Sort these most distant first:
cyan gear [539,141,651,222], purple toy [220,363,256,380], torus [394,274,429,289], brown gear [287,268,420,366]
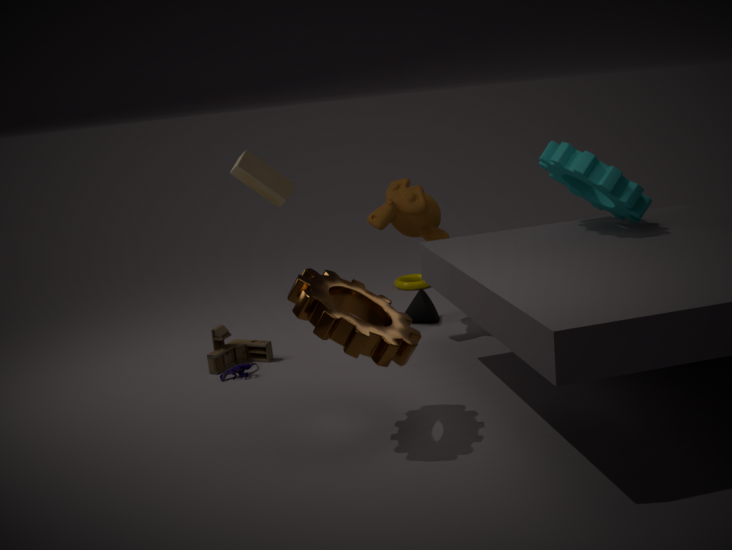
torus [394,274,429,289]
purple toy [220,363,256,380]
cyan gear [539,141,651,222]
brown gear [287,268,420,366]
